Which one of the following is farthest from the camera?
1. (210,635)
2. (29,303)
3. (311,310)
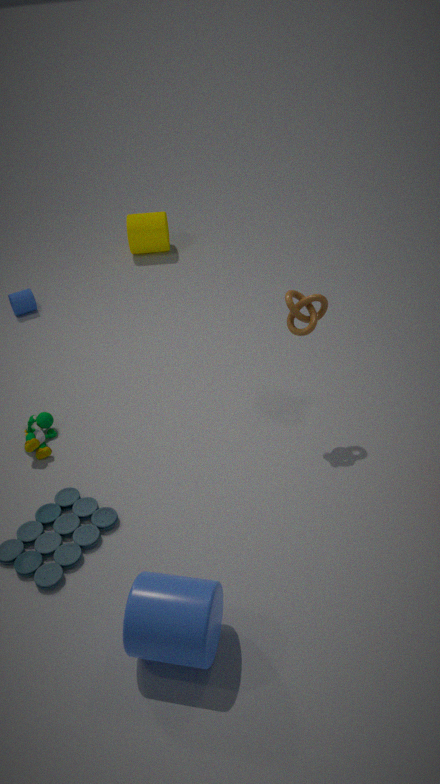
(29,303)
